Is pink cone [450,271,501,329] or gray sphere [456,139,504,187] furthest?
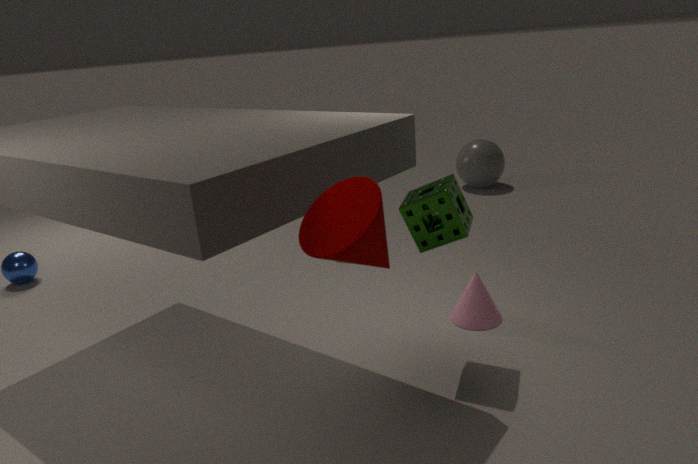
gray sphere [456,139,504,187]
